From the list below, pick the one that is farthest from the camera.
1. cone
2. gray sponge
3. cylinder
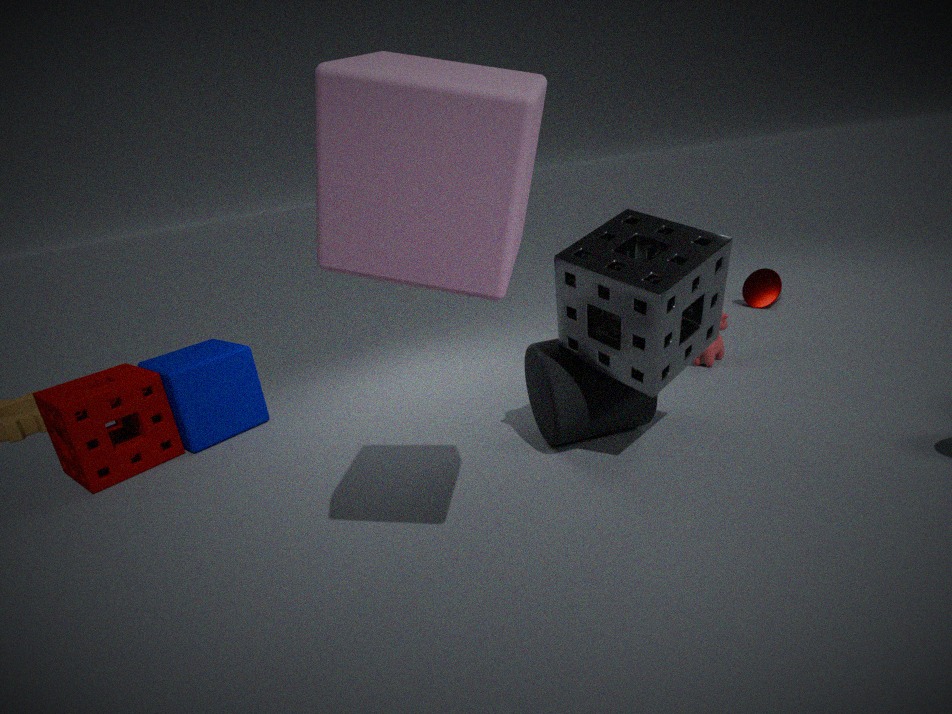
cone
